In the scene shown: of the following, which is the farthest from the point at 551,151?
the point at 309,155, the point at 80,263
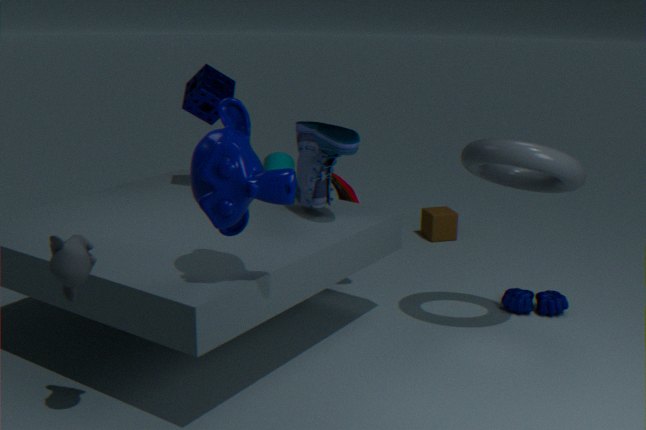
the point at 80,263
